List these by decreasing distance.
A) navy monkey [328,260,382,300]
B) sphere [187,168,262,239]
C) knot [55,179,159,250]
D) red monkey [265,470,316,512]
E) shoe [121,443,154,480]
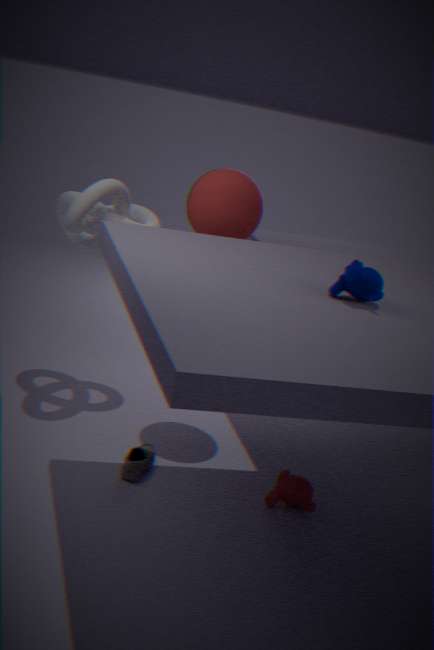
knot [55,179,159,250] → sphere [187,168,262,239] → red monkey [265,470,316,512] → shoe [121,443,154,480] → navy monkey [328,260,382,300]
